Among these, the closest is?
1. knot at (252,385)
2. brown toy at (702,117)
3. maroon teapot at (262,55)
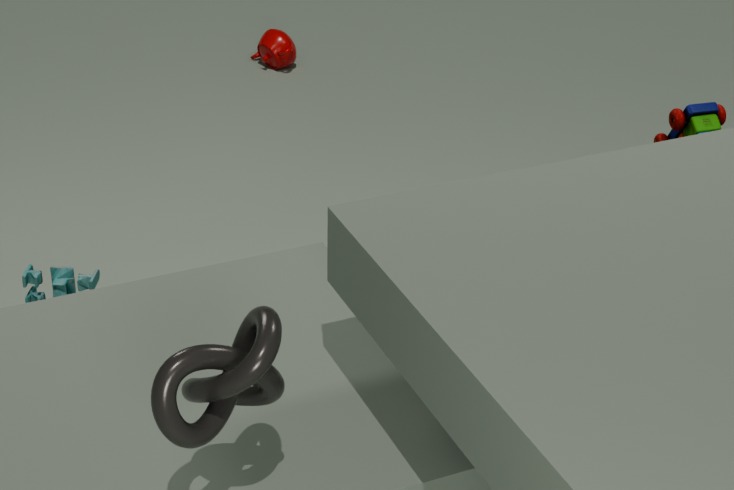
knot at (252,385)
